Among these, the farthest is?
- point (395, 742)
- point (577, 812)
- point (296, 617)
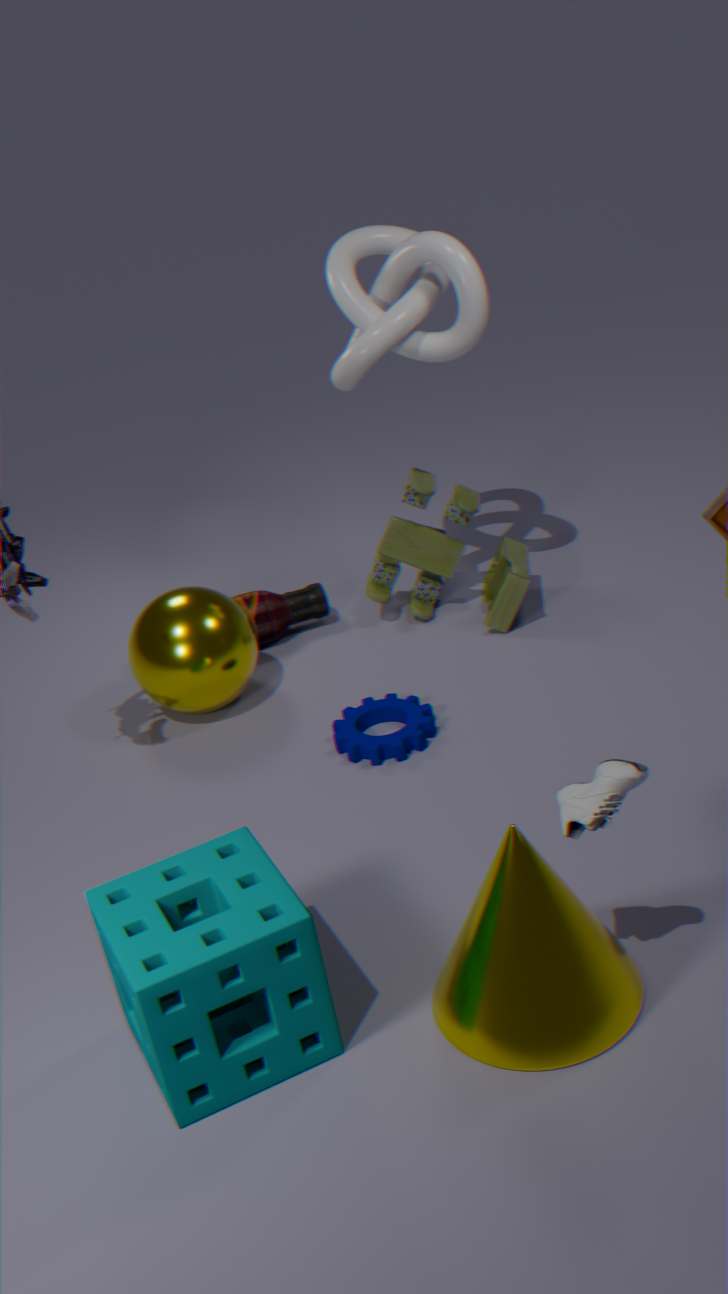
point (296, 617)
